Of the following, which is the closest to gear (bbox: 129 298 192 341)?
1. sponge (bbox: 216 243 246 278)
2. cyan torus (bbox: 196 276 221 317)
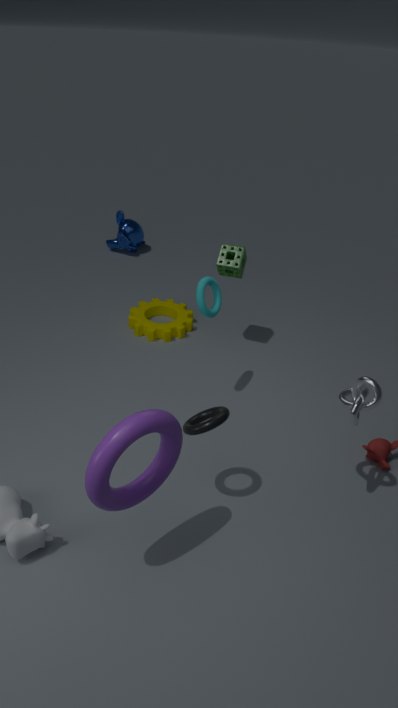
sponge (bbox: 216 243 246 278)
